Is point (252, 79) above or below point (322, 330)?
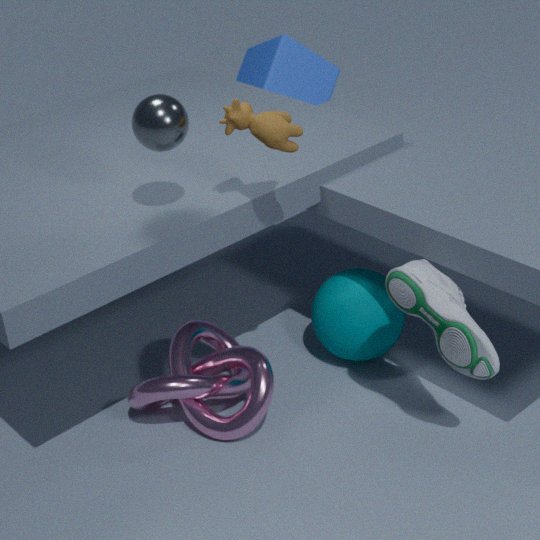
above
